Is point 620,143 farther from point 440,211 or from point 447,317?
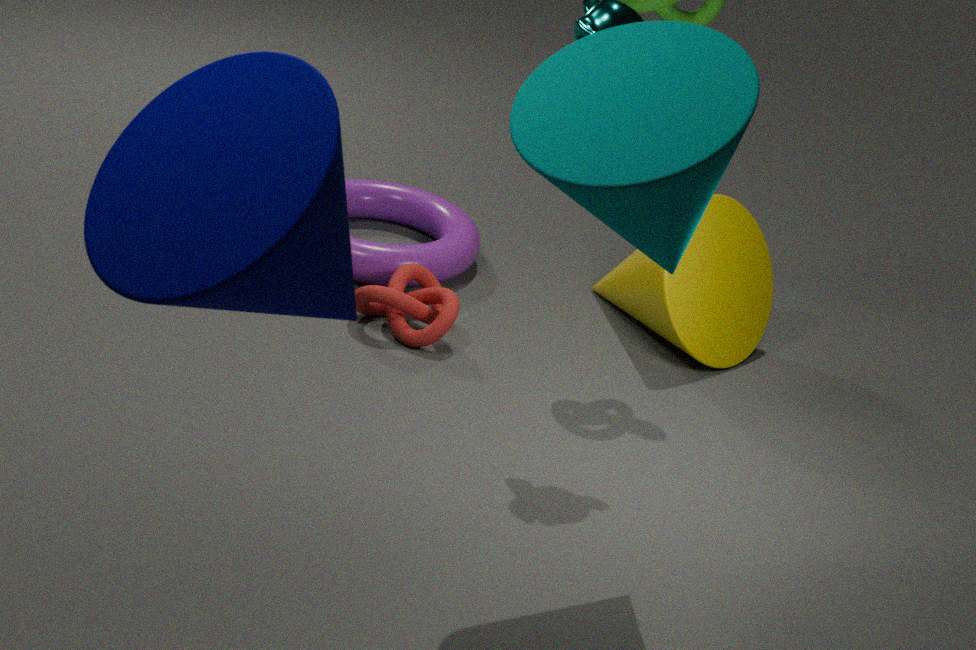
point 440,211
